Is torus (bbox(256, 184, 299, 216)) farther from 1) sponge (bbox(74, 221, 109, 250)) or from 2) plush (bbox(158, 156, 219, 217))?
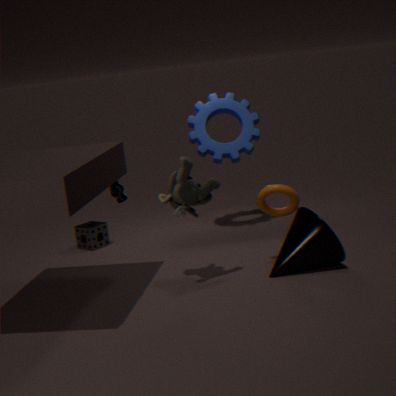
1) sponge (bbox(74, 221, 109, 250))
